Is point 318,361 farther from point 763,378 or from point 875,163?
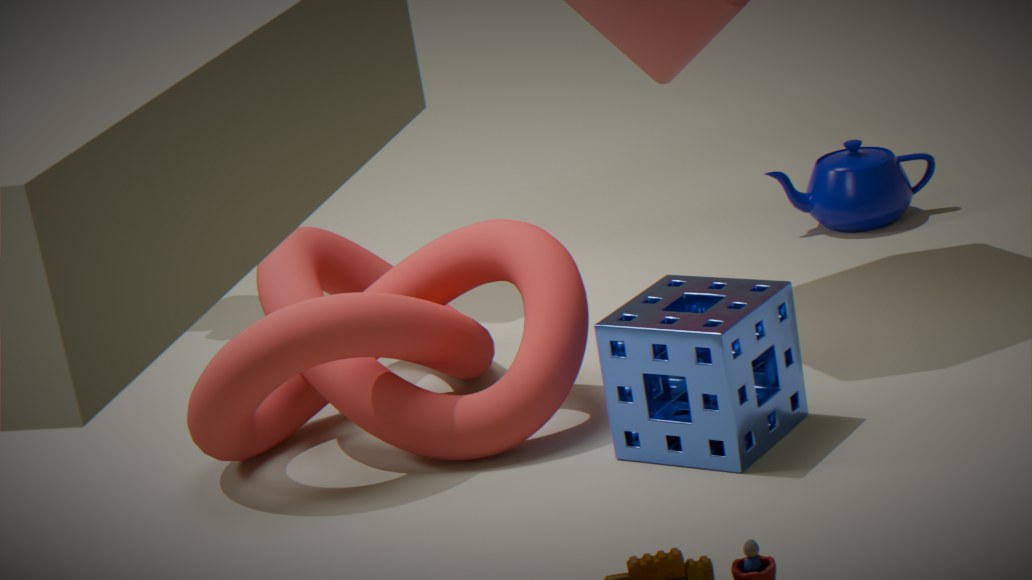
point 875,163
